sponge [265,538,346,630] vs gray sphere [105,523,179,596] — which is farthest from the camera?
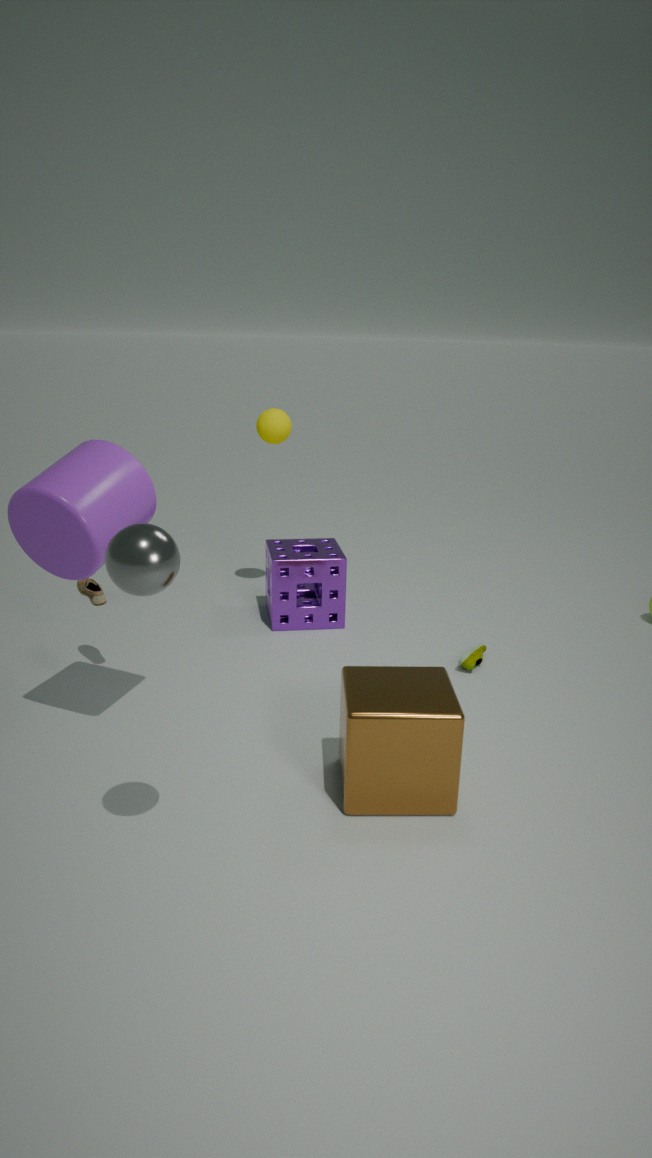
sponge [265,538,346,630]
